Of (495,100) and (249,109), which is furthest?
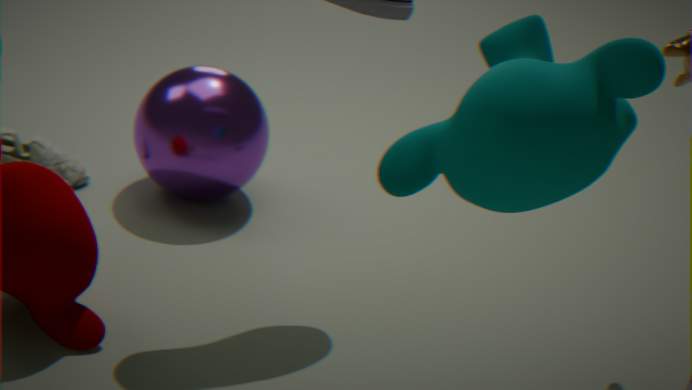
(249,109)
